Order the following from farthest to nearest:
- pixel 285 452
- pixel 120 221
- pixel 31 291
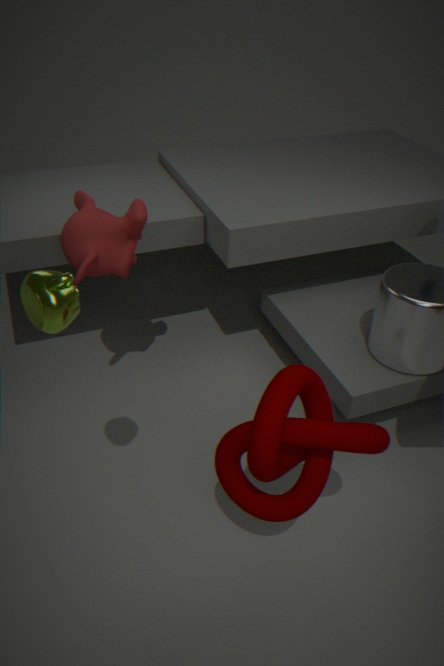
1. pixel 120 221
2. pixel 285 452
3. pixel 31 291
